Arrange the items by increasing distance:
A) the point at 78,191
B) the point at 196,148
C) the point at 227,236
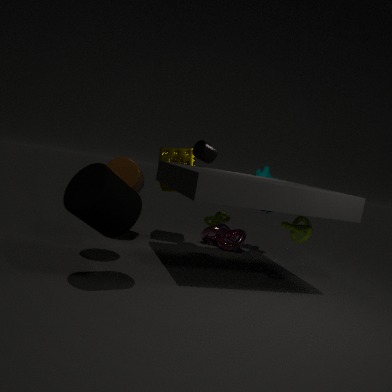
1. the point at 78,191
2. the point at 196,148
3. the point at 227,236
